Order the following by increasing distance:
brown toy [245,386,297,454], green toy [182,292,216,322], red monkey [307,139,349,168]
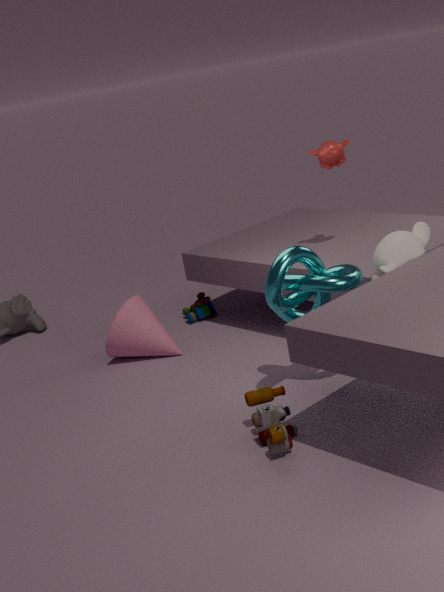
brown toy [245,386,297,454] → red monkey [307,139,349,168] → green toy [182,292,216,322]
